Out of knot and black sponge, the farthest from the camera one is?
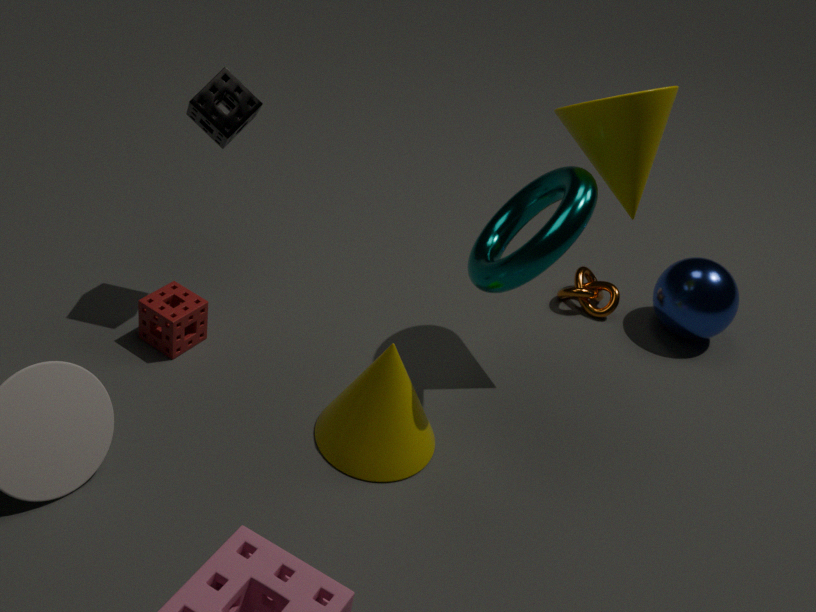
knot
